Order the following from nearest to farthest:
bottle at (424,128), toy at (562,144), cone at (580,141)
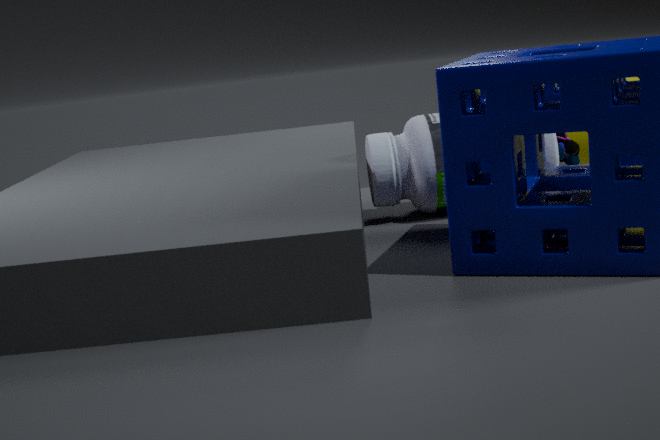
bottle at (424,128)
toy at (562,144)
cone at (580,141)
